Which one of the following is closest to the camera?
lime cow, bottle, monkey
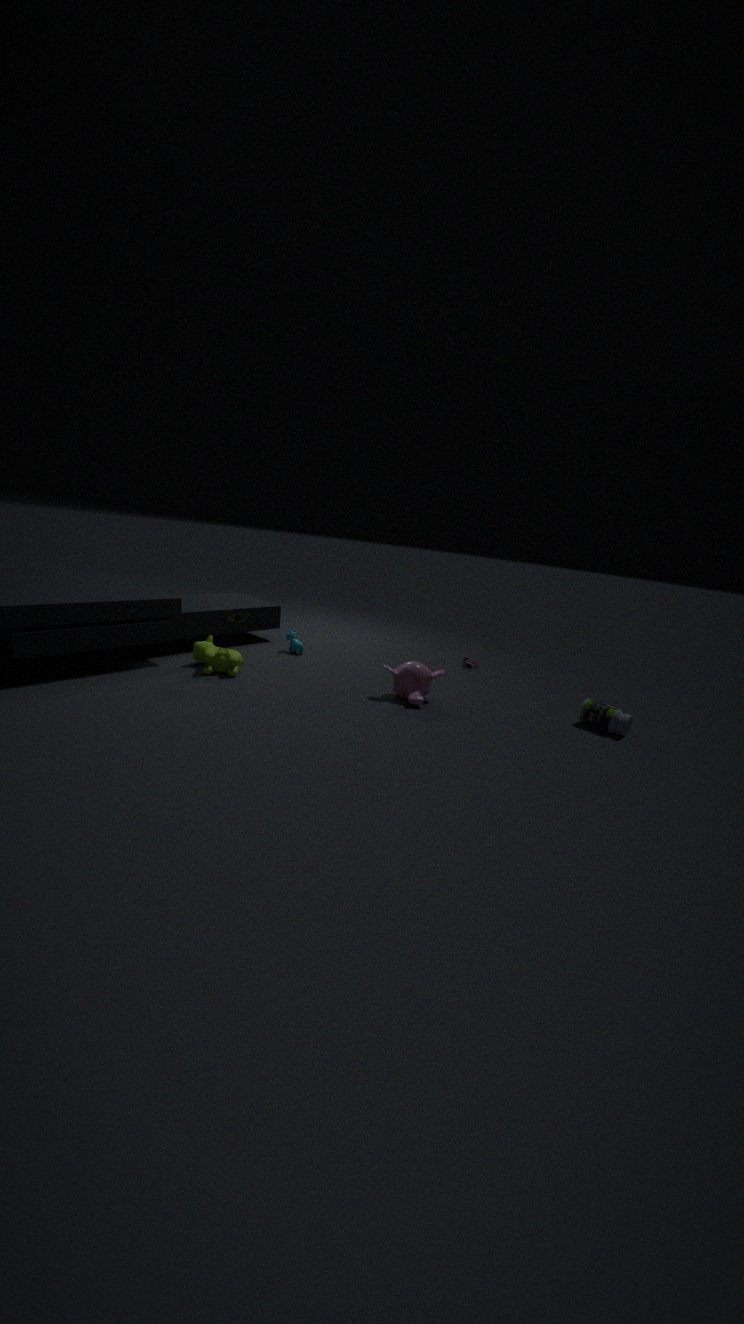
bottle
